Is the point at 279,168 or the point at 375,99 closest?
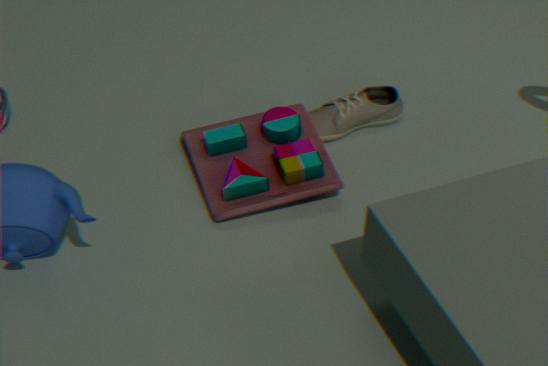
the point at 279,168
